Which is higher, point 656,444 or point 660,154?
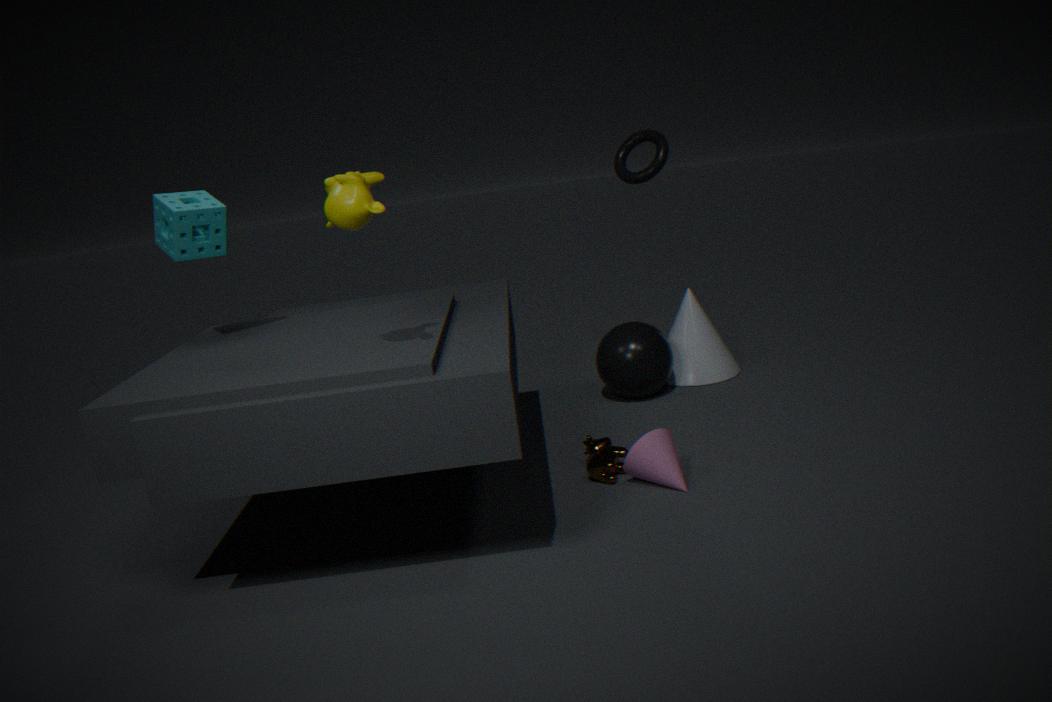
point 660,154
